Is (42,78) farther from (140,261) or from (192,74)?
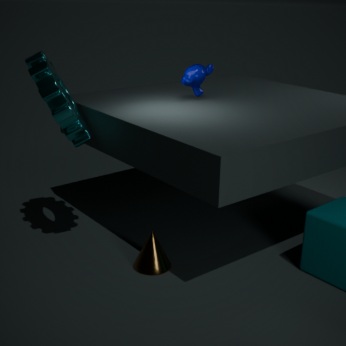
(140,261)
